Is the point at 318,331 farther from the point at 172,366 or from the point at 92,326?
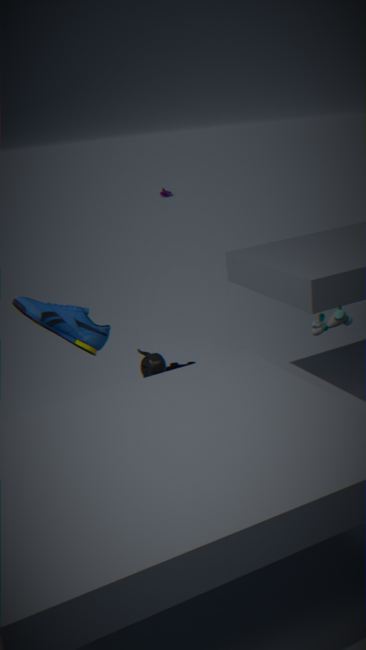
the point at 172,366
